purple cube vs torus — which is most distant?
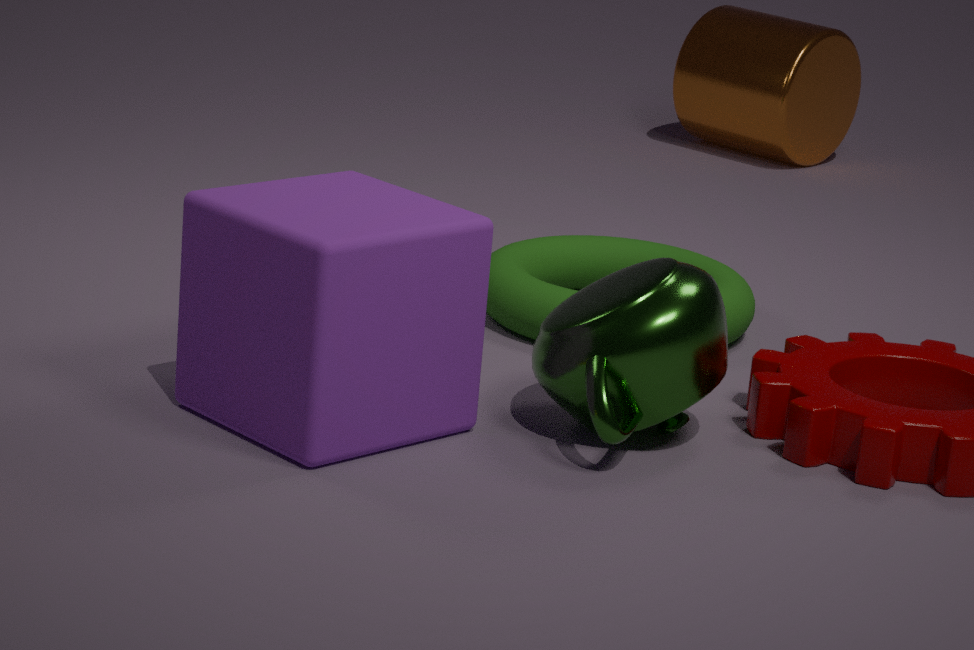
torus
